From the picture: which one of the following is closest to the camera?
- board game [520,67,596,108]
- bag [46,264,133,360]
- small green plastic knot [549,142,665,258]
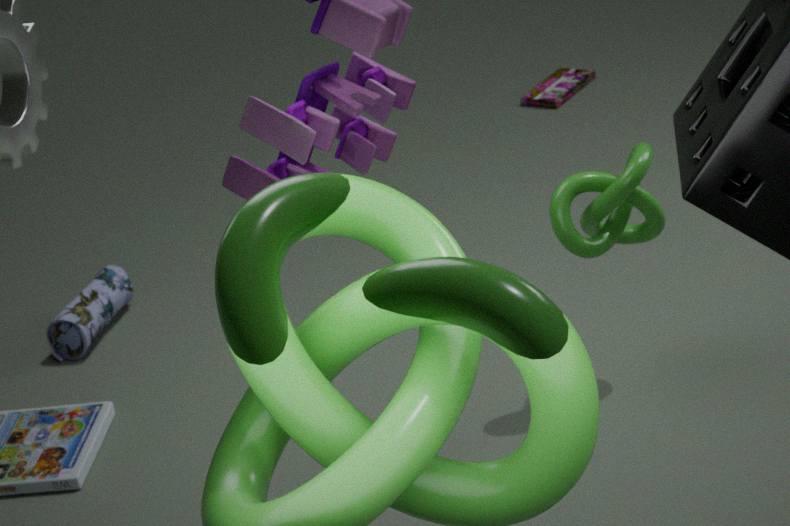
small green plastic knot [549,142,665,258]
